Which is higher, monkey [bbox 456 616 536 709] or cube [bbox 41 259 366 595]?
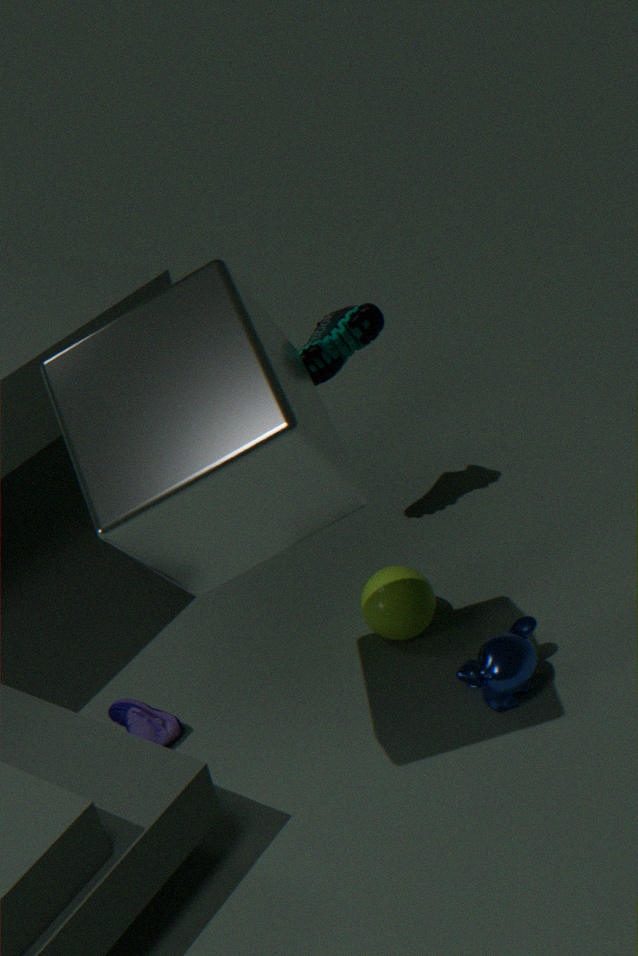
cube [bbox 41 259 366 595]
